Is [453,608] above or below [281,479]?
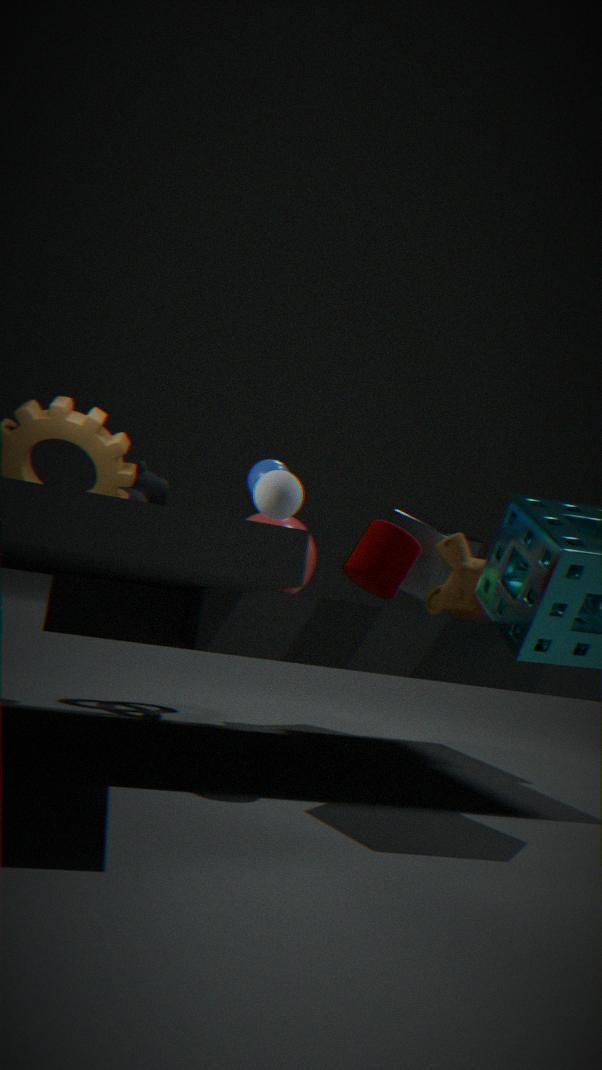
below
